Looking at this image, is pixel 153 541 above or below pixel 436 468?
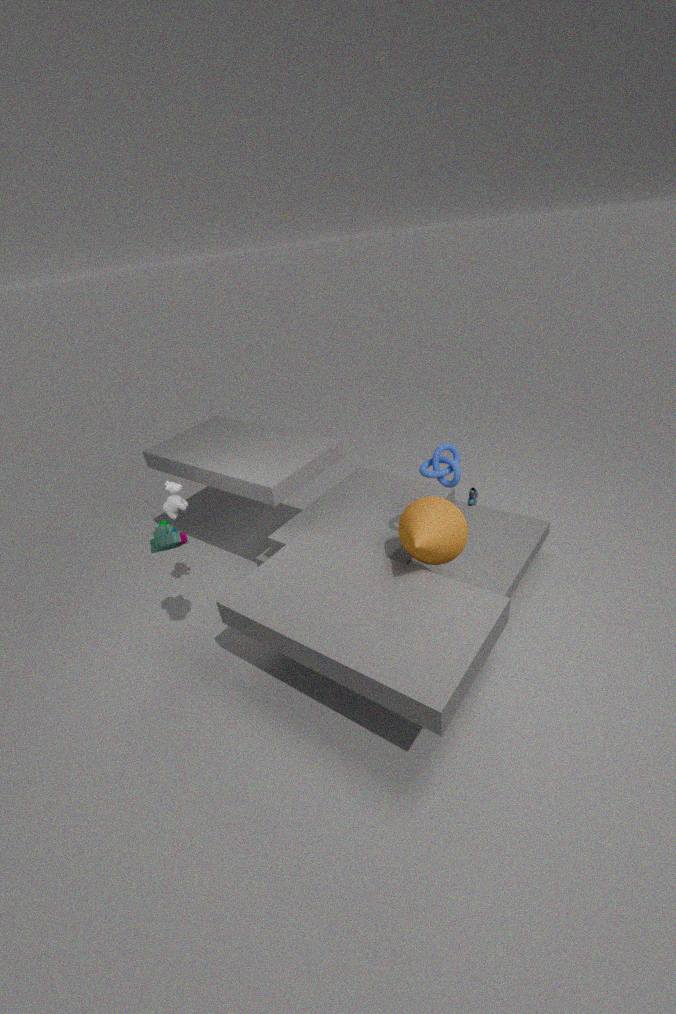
below
